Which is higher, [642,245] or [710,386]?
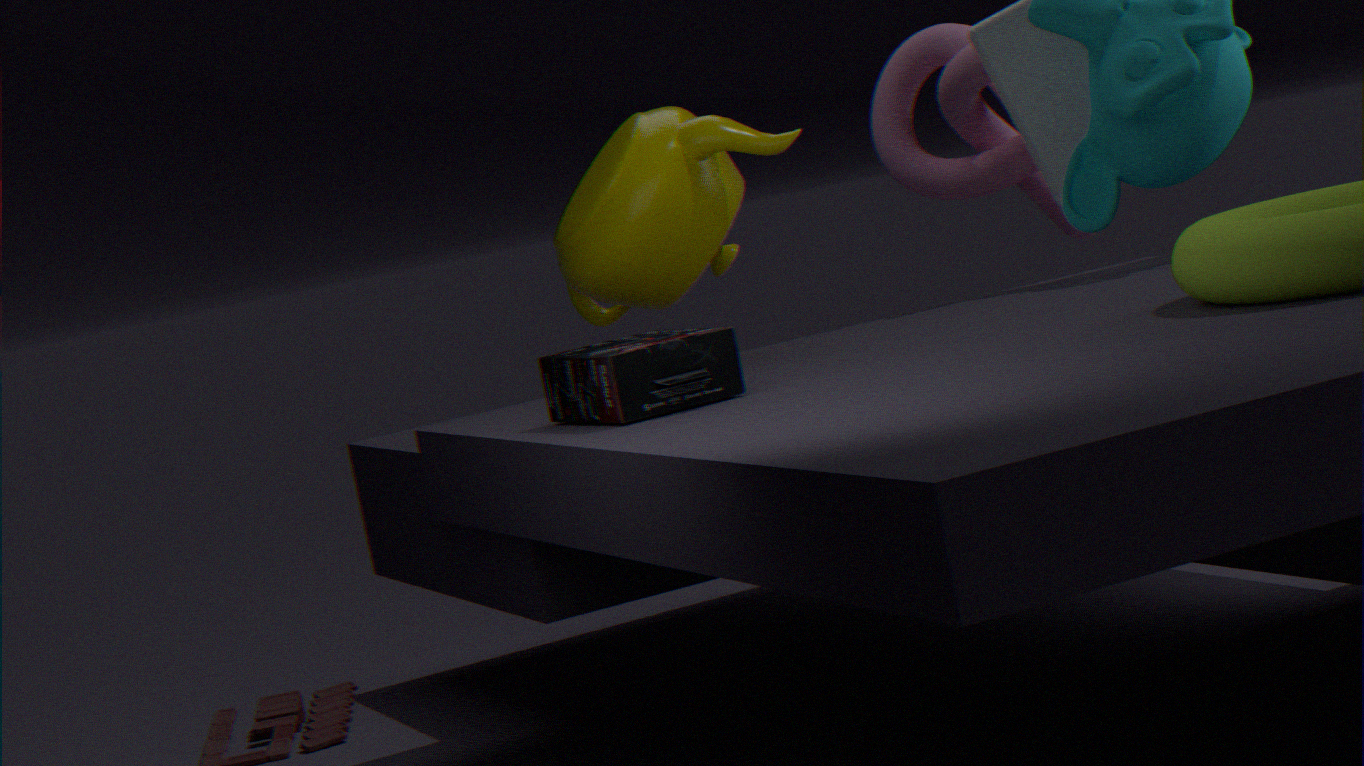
[642,245]
